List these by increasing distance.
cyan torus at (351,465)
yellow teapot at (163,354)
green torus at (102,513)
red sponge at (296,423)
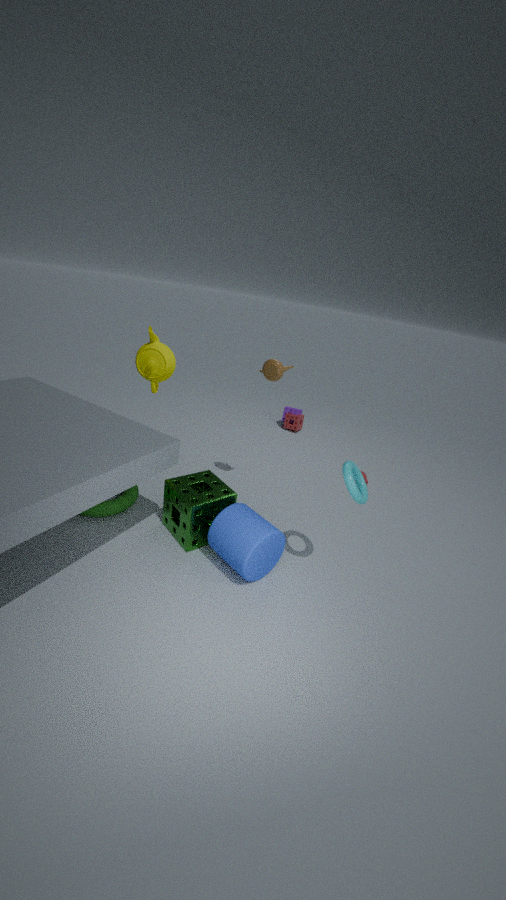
cyan torus at (351,465) < green torus at (102,513) < yellow teapot at (163,354) < red sponge at (296,423)
